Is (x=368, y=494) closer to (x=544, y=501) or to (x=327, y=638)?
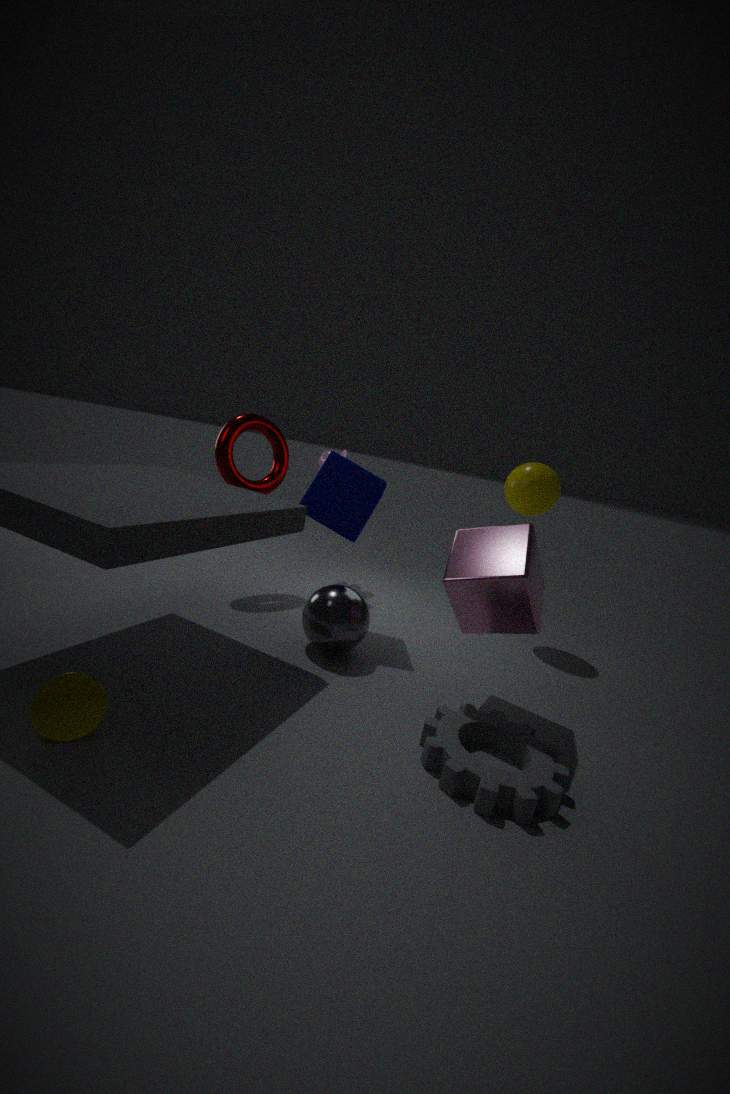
(x=327, y=638)
